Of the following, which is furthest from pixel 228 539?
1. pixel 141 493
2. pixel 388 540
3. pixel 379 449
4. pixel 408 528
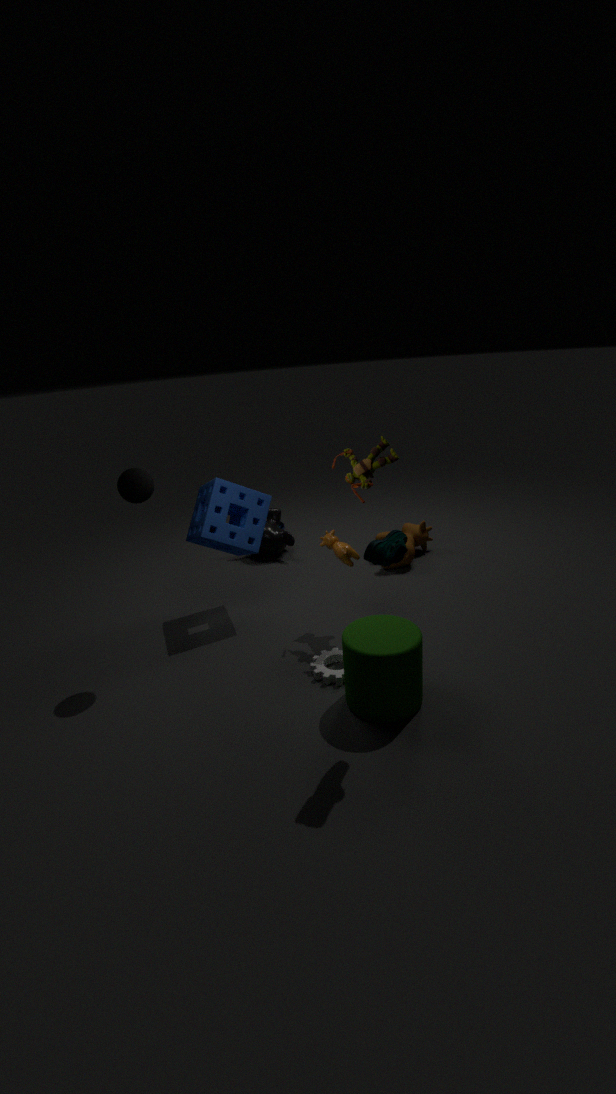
pixel 388 540
